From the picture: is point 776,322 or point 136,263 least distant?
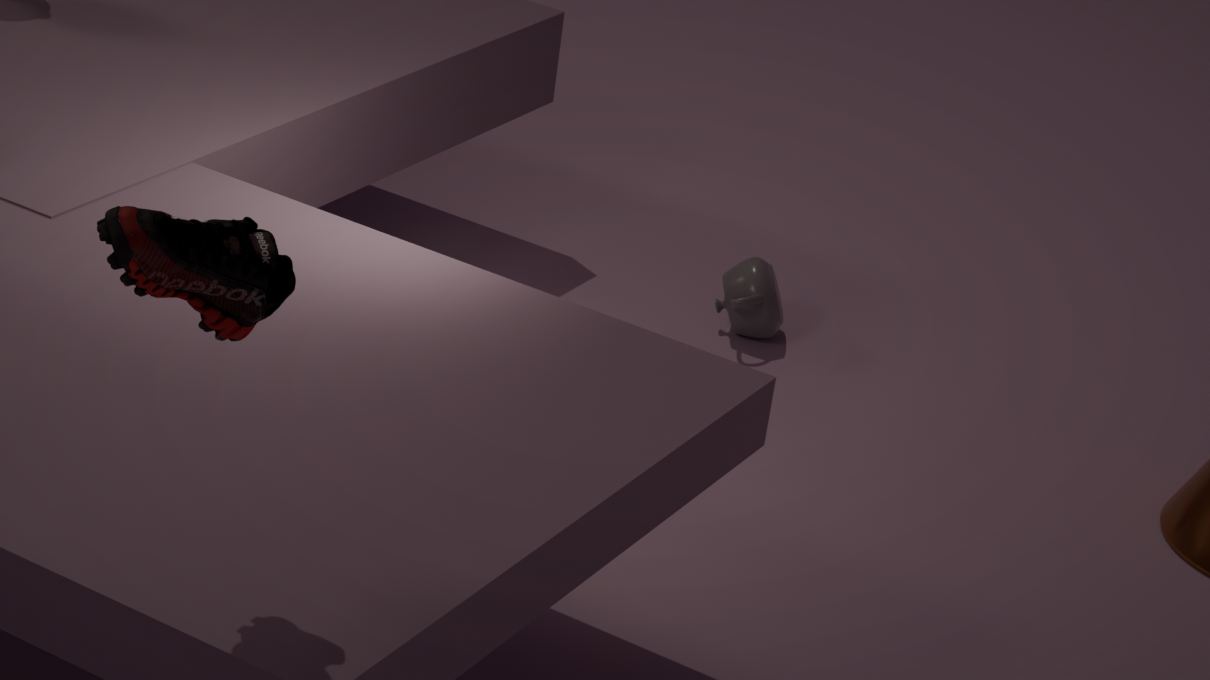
point 136,263
